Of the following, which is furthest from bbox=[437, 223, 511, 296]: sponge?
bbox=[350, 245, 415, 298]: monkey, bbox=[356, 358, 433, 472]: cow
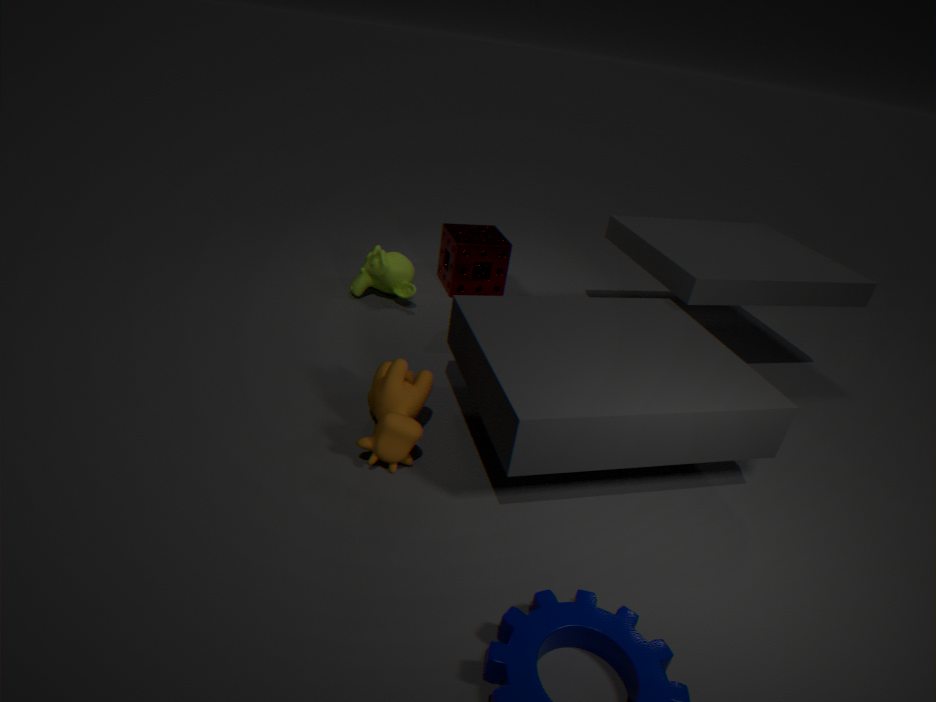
bbox=[356, 358, 433, 472]: cow
